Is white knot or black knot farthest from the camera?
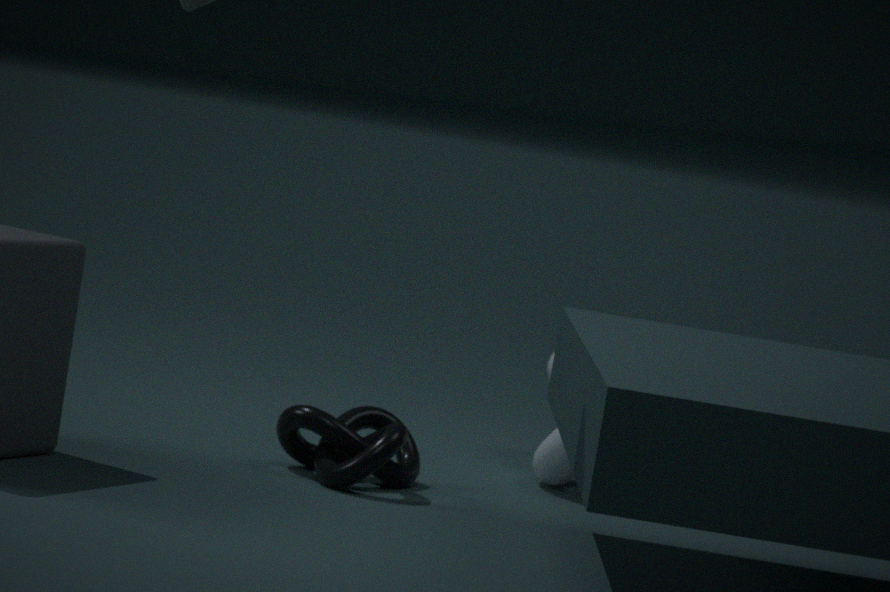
white knot
